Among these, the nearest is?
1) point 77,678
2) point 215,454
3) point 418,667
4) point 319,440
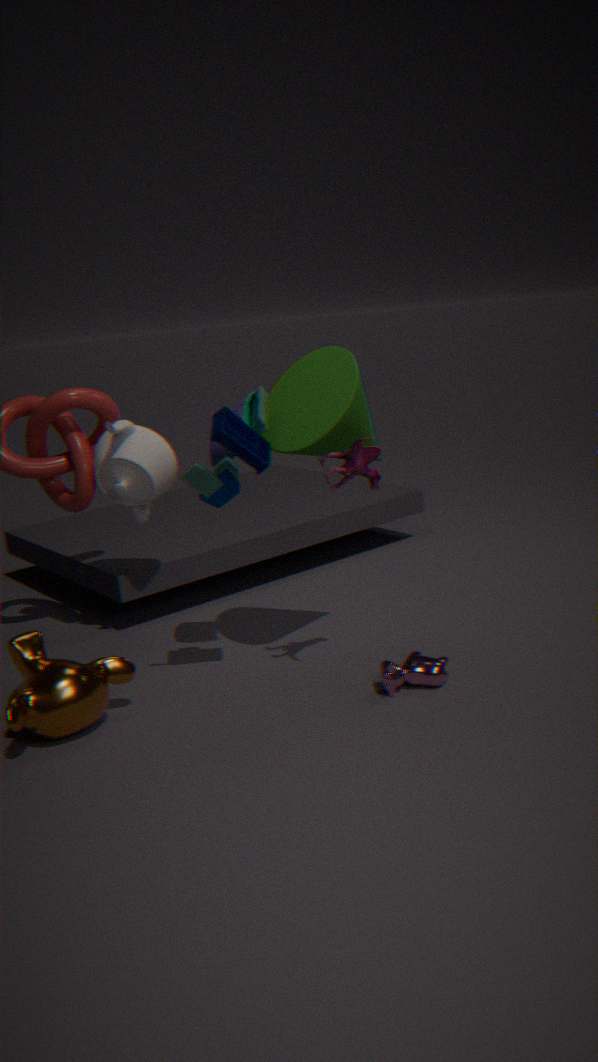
1. point 77,678
